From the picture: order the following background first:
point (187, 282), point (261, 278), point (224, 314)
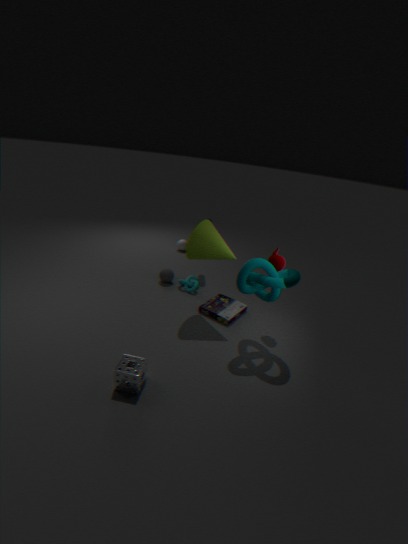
point (187, 282) < point (224, 314) < point (261, 278)
